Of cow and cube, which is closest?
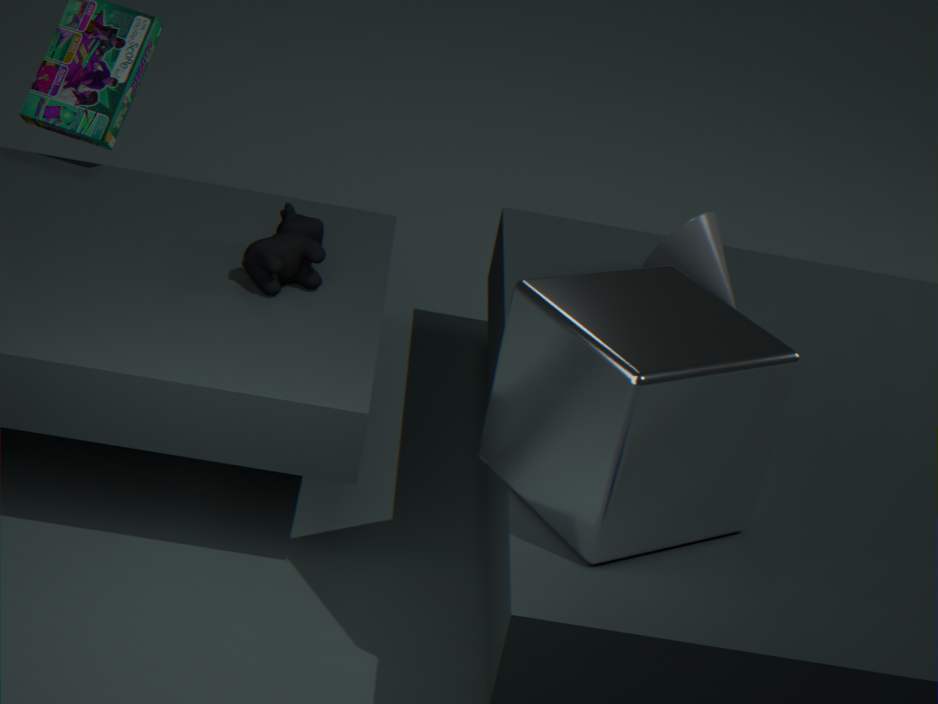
cube
